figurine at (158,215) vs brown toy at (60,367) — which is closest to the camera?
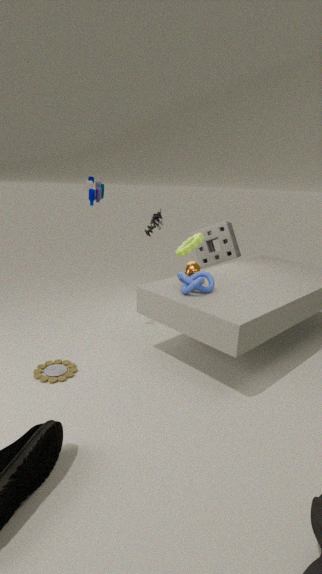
brown toy at (60,367)
